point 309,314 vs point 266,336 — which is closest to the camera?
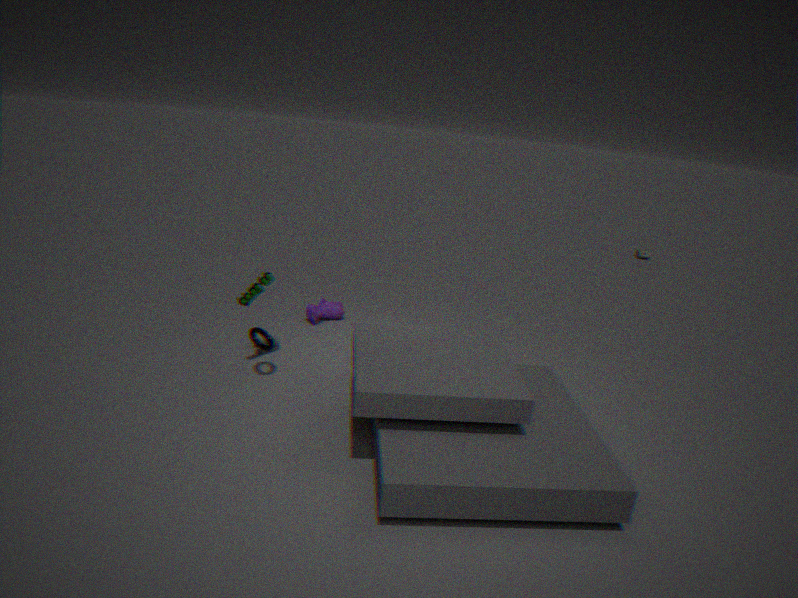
point 266,336
